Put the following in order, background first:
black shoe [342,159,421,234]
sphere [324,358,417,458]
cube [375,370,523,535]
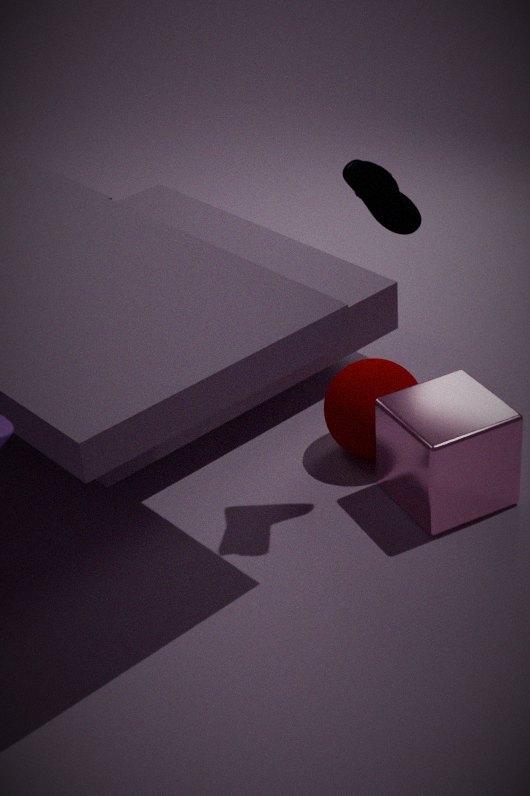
sphere [324,358,417,458] → cube [375,370,523,535] → black shoe [342,159,421,234]
